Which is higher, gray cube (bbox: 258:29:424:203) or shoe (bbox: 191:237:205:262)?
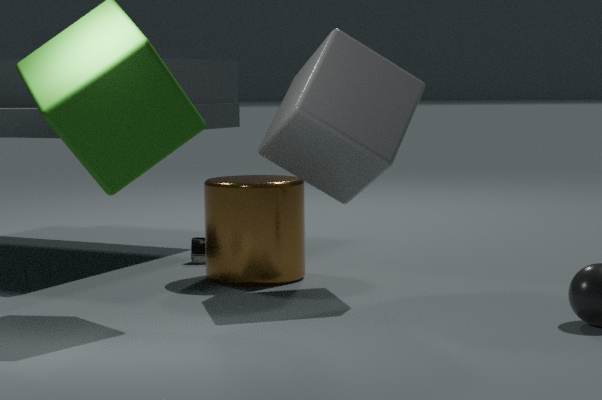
gray cube (bbox: 258:29:424:203)
